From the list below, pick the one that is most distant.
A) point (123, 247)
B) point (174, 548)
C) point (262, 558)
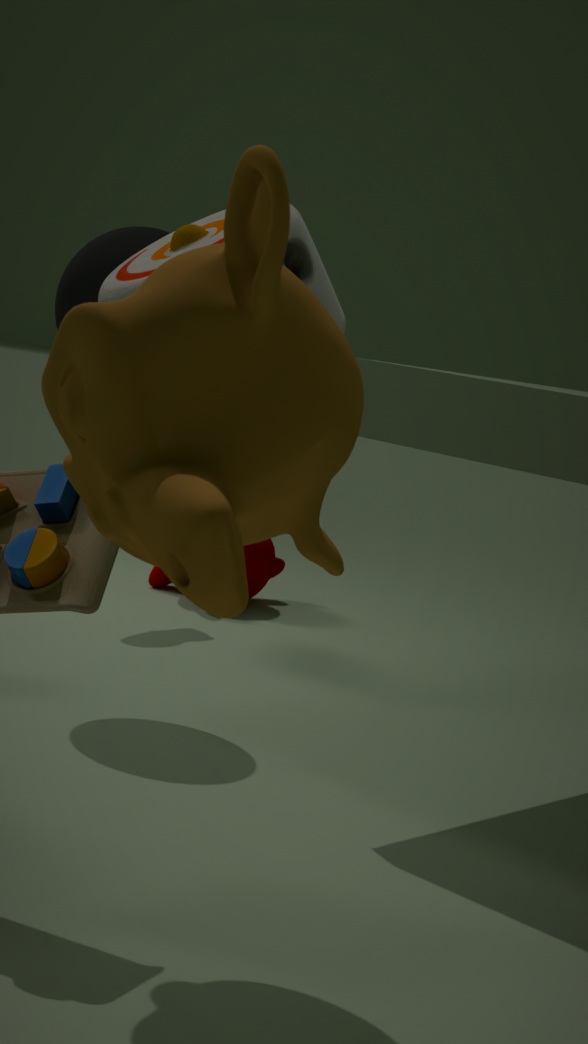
point (262, 558)
